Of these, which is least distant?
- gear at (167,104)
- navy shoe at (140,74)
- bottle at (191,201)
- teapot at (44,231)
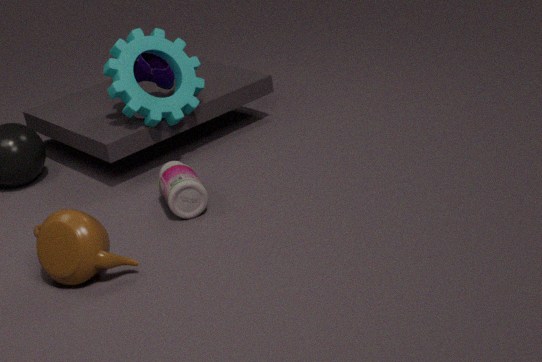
teapot at (44,231)
